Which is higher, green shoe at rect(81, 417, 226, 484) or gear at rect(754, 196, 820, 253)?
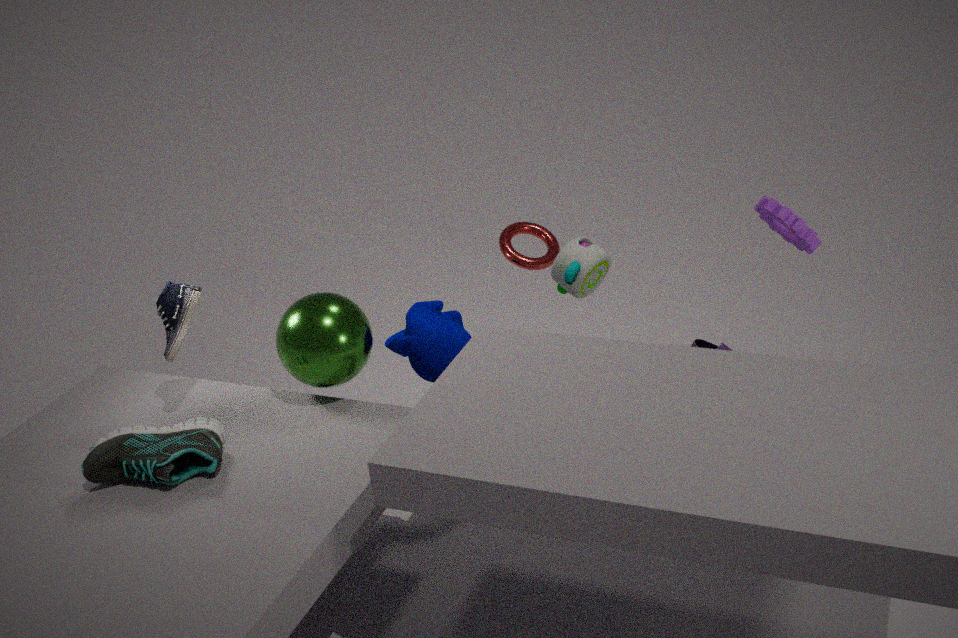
gear at rect(754, 196, 820, 253)
